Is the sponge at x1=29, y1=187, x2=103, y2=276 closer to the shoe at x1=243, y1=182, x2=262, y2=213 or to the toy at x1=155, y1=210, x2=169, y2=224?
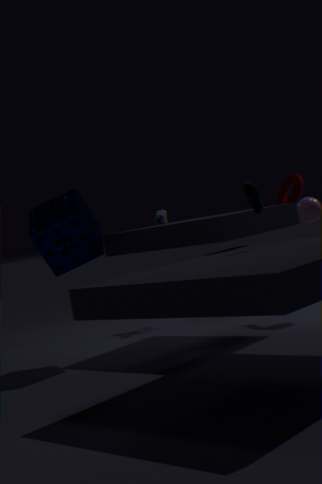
the toy at x1=155, y1=210, x2=169, y2=224
